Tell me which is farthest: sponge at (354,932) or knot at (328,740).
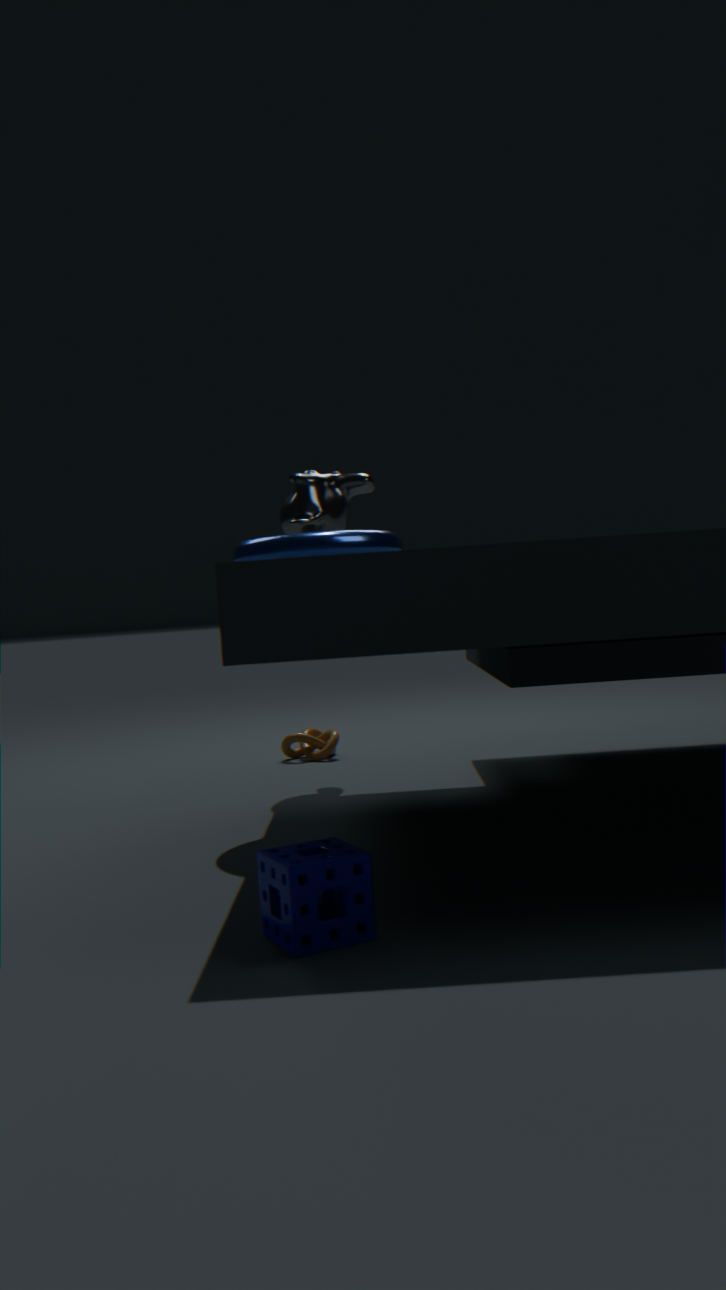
knot at (328,740)
